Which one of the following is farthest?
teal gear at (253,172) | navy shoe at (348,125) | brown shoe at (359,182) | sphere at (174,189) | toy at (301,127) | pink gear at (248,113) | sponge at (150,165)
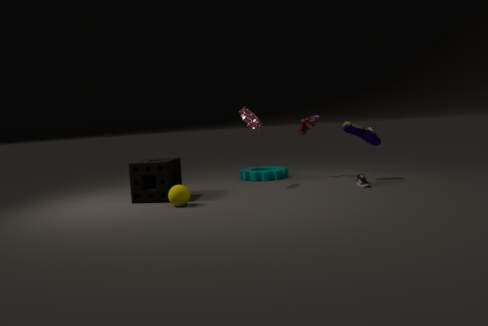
teal gear at (253,172)
